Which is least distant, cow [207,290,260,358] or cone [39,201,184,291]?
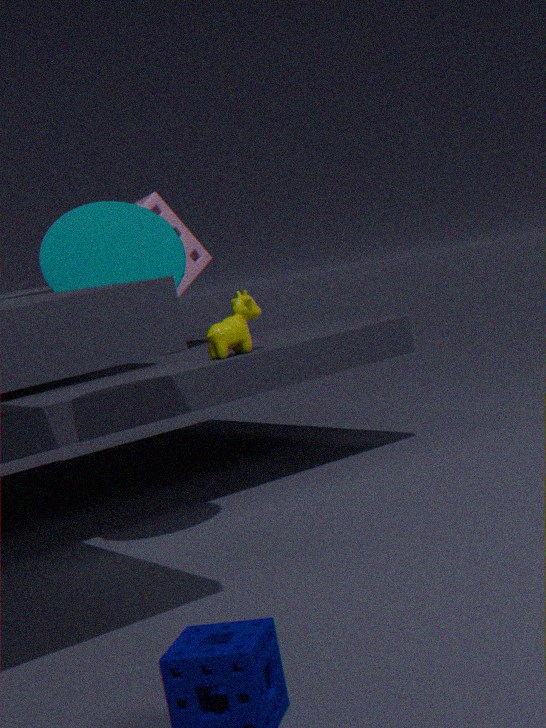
cone [39,201,184,291]
